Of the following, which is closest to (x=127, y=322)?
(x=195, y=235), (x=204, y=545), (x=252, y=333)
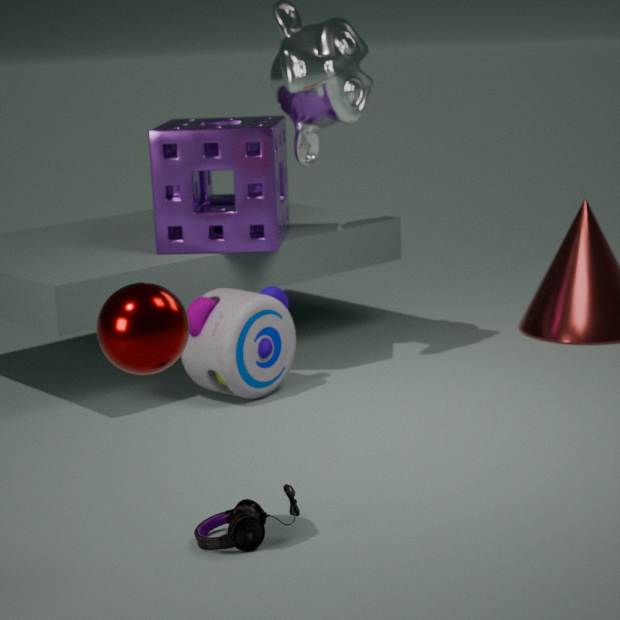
(x=204, y=545)
